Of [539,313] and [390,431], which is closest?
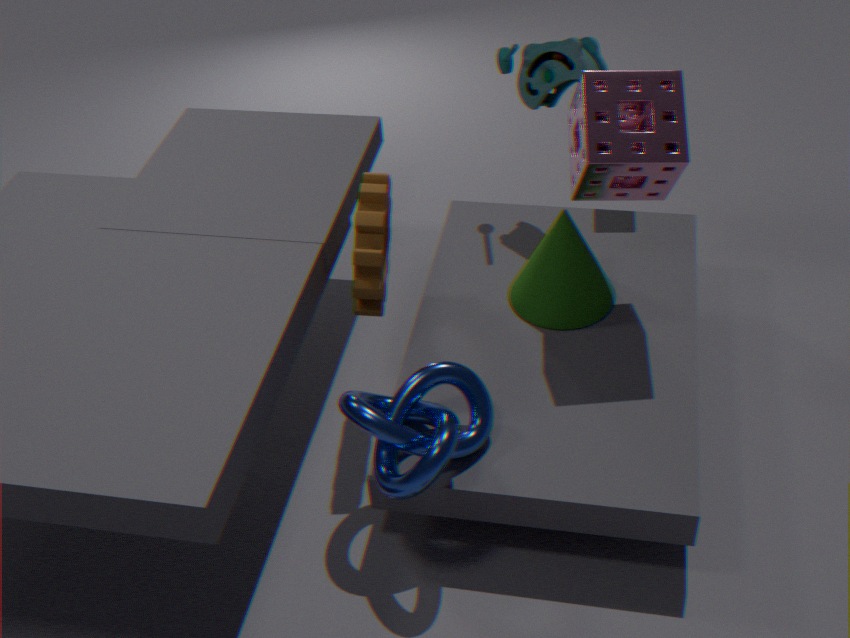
[390,431]
